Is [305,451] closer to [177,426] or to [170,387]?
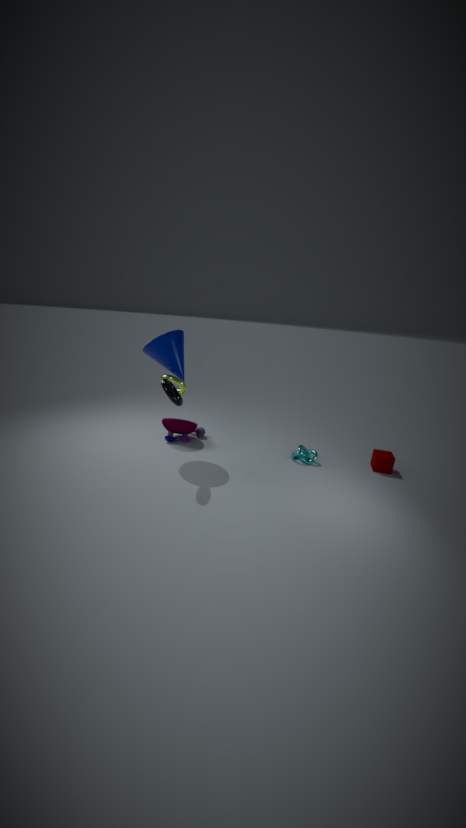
[177,426]
